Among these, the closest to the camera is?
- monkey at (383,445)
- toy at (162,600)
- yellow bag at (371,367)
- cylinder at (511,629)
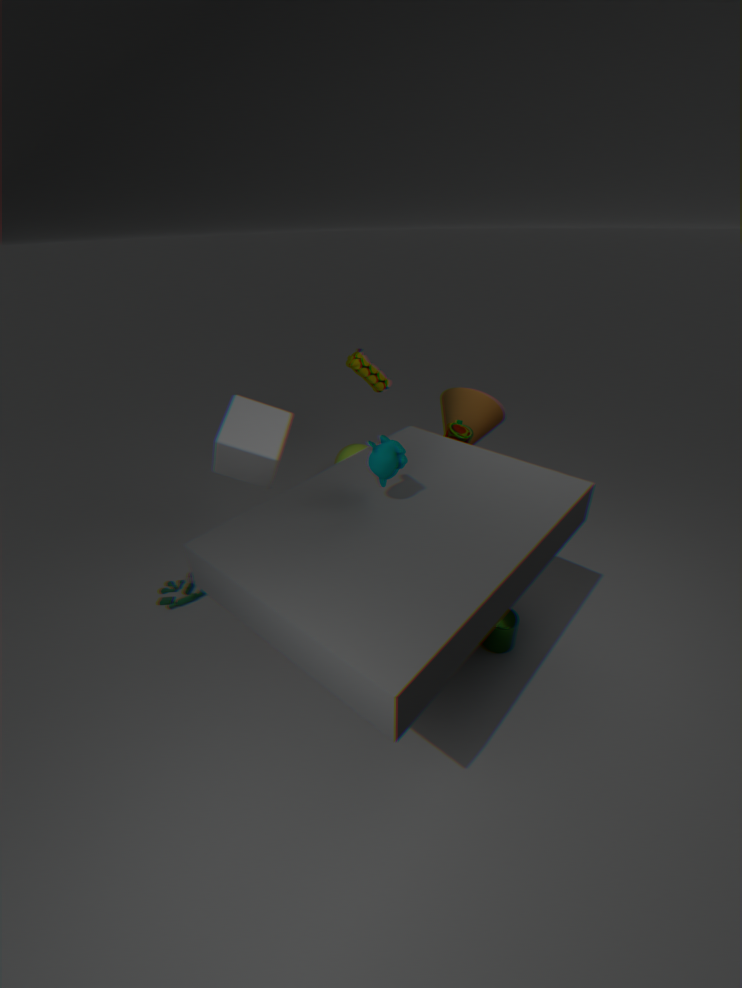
monkey at (383,445)
